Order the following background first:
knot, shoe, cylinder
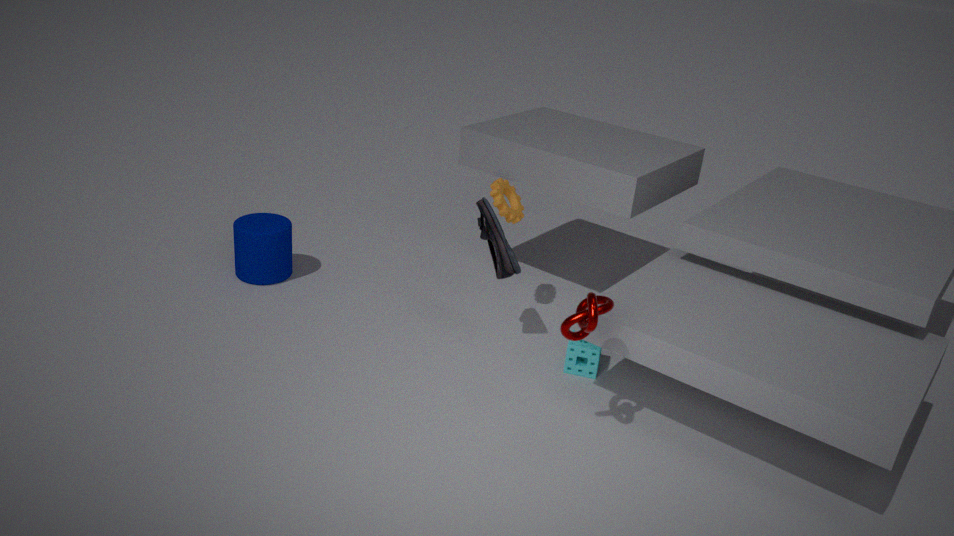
1. cylinder
2. shoe
3. knot
